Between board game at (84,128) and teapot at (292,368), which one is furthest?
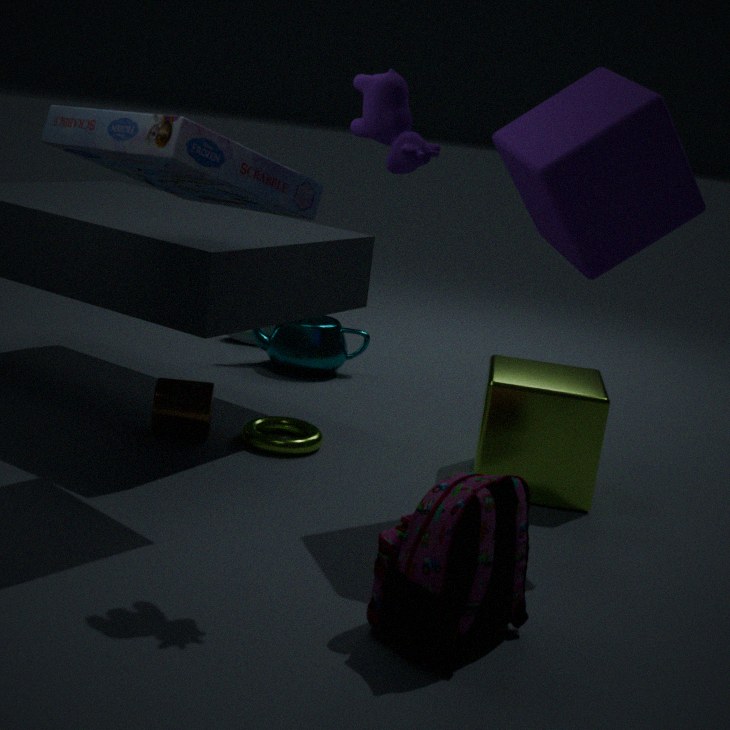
teapot at (292,368)
